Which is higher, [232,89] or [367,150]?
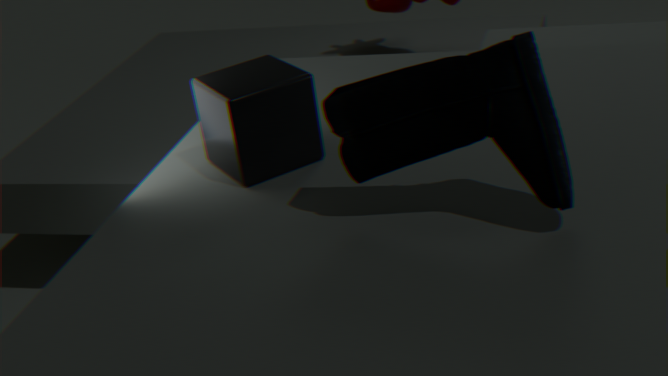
[367,150]
